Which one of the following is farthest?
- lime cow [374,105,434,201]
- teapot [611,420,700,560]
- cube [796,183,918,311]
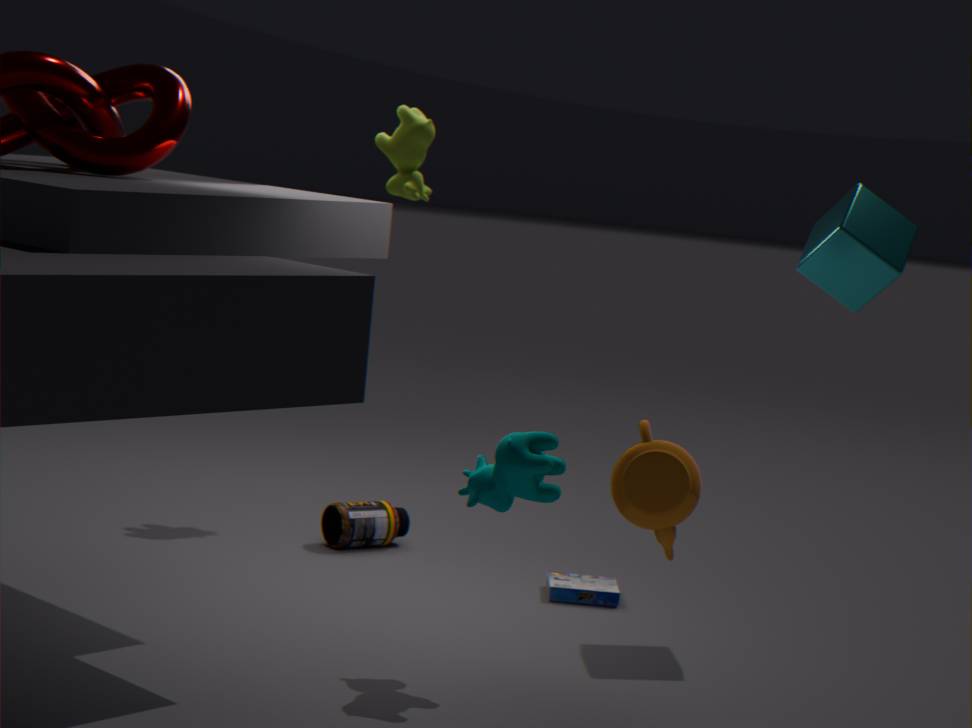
lime cow [374,105,434,201]
